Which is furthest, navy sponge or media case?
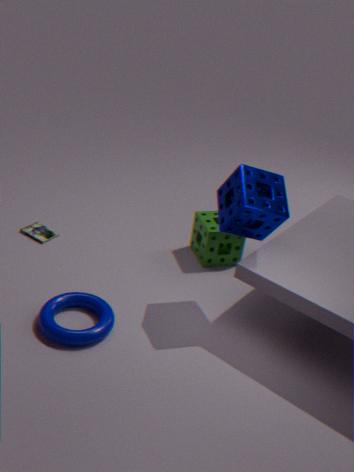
media case
